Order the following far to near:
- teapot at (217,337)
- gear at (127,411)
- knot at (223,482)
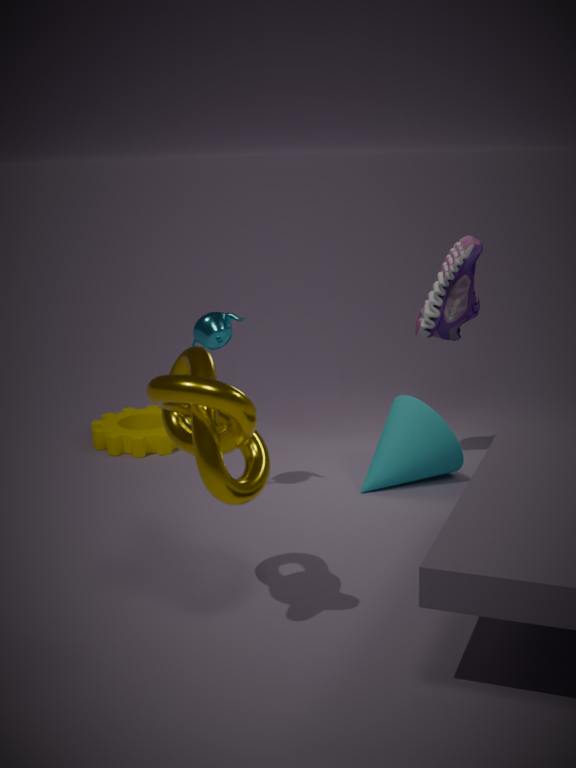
gear at (127,411), teapot at (217,337), knot at (223,482)
